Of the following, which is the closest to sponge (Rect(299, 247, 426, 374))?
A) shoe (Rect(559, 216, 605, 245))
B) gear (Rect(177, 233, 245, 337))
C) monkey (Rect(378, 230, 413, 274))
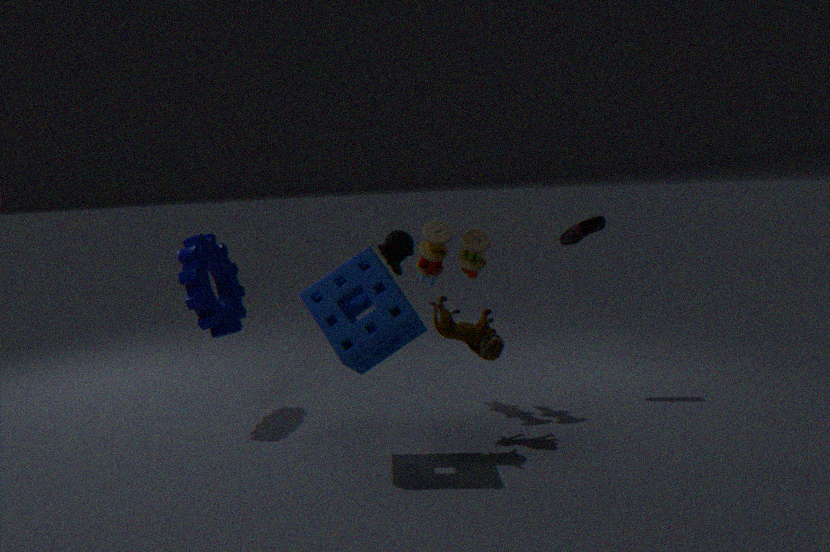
monkey (Rect(378, 230, 413, 274))
